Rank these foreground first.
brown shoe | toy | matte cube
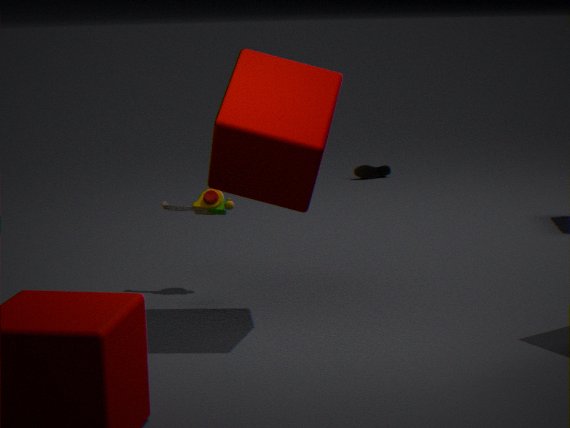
matte cube, toy, brown shoe
